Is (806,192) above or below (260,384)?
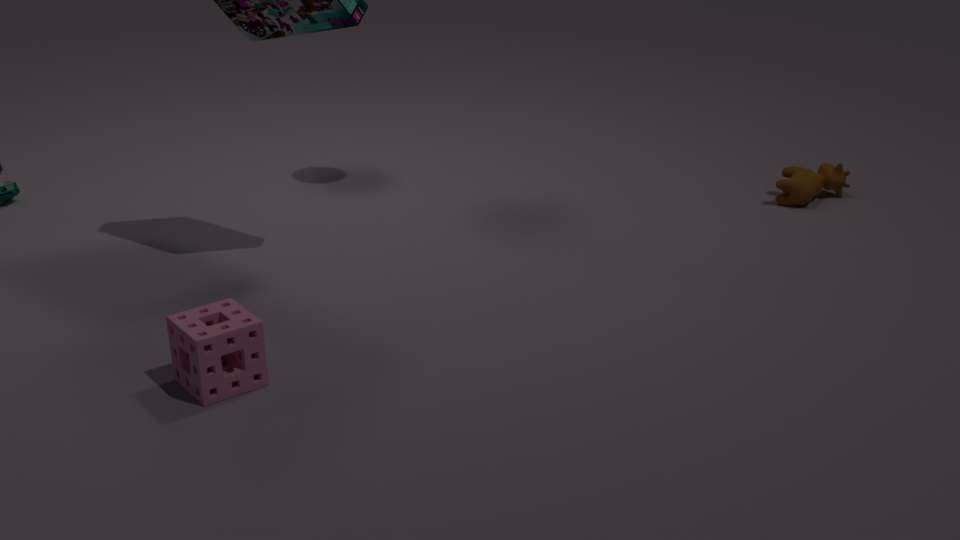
below
